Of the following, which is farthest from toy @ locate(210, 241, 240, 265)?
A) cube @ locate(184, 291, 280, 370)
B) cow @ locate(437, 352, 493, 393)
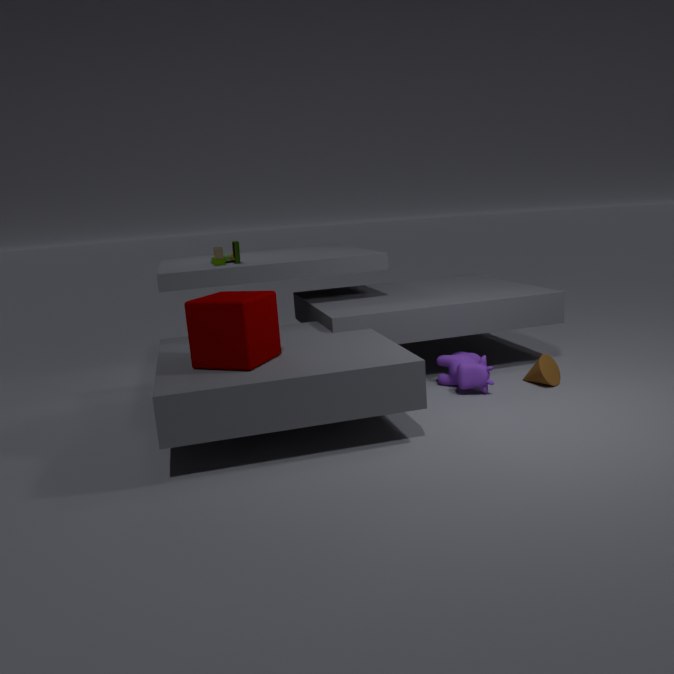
cow @ locate(437, 352, 493, 393)
